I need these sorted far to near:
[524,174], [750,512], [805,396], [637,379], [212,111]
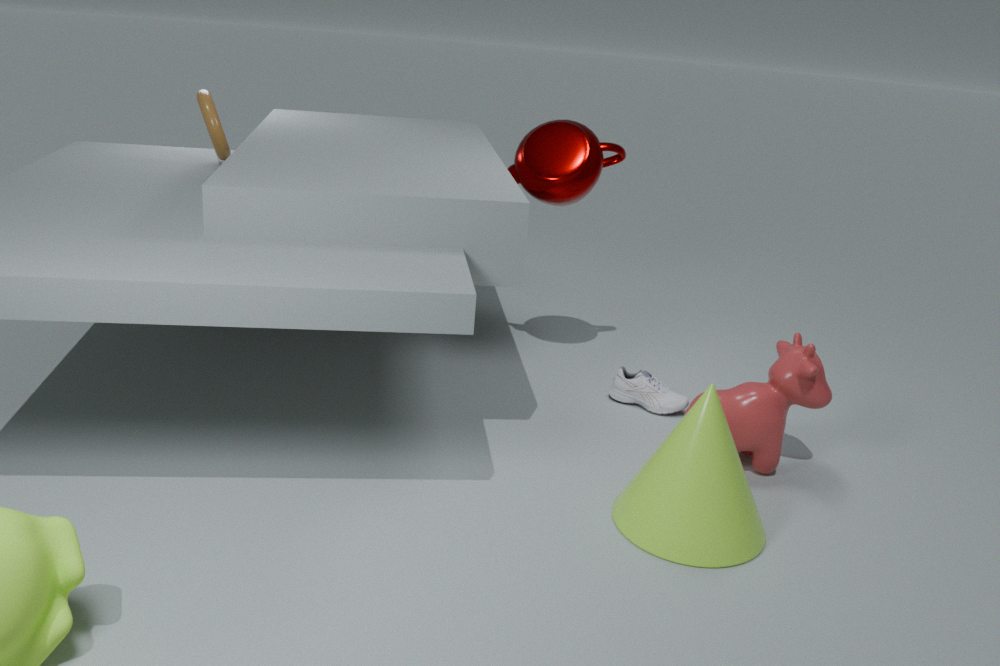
[524,174] < [212,111] < [637,379] < [805,396] < [750,512]
